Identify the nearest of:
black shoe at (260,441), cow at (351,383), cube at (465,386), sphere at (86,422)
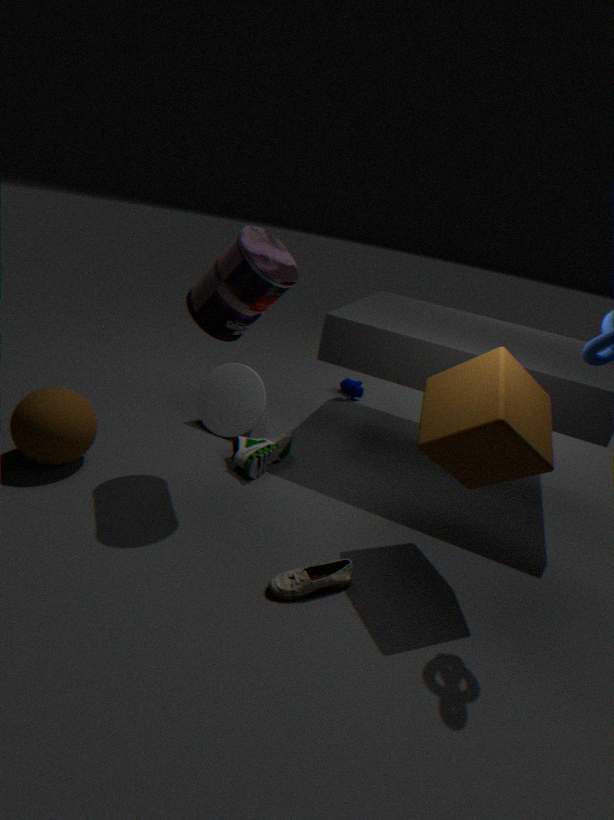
cube at (465,386)
